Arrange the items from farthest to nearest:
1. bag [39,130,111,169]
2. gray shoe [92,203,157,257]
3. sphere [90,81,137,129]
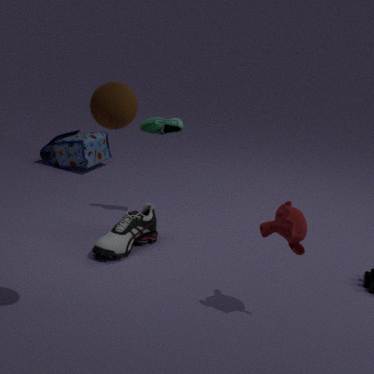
bag [39,130,111,169], gray shoe [92,203,157,257], sphere [90,81,137,129]
